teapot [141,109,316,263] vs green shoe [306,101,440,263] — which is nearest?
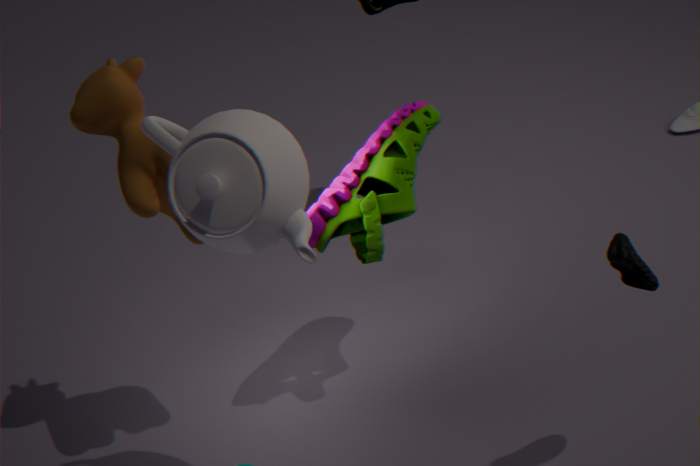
teapot [141,109,316,263]
